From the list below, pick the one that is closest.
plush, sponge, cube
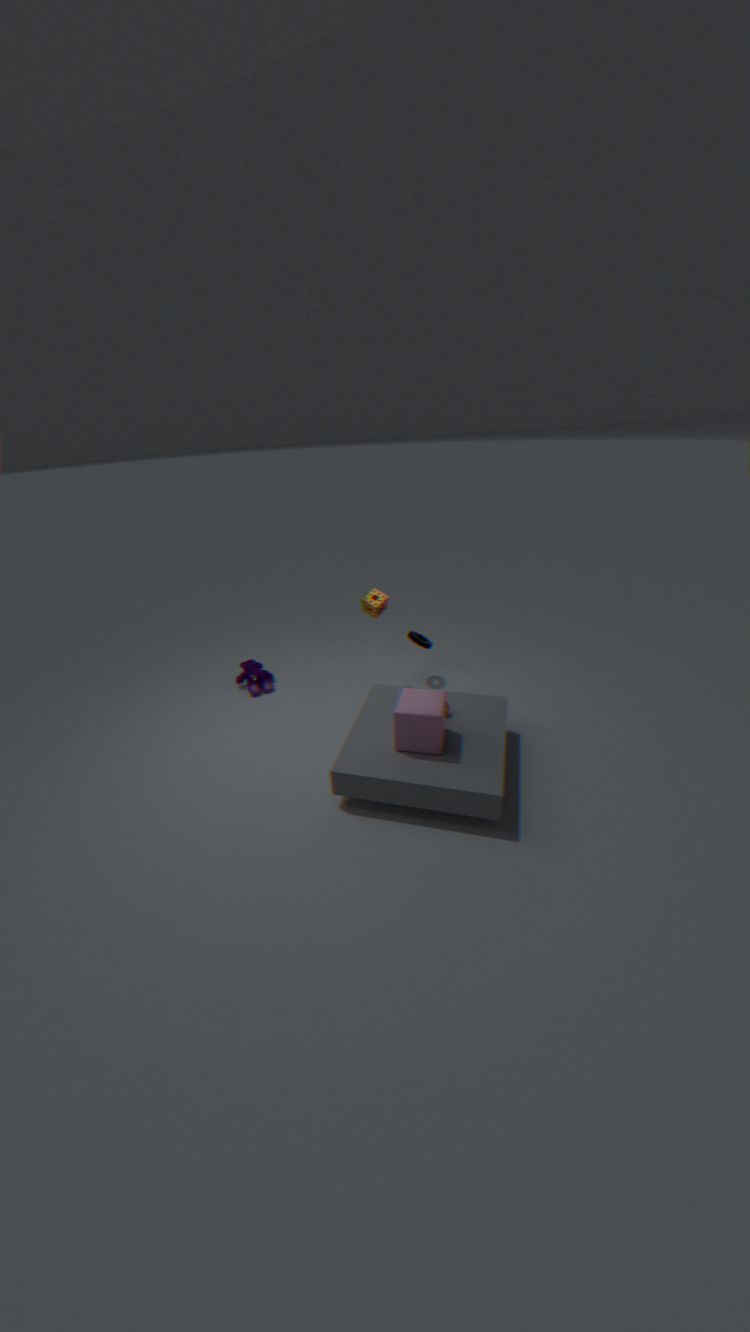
cube
